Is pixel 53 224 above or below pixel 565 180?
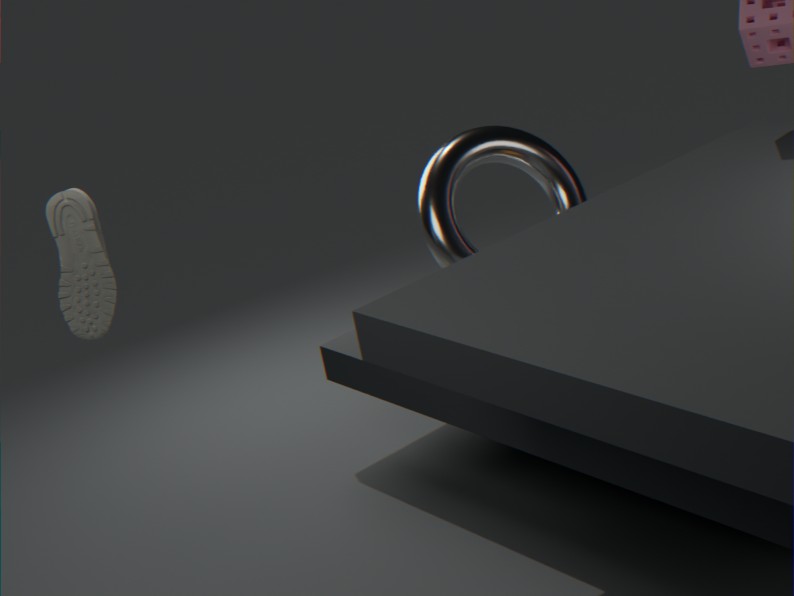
above
